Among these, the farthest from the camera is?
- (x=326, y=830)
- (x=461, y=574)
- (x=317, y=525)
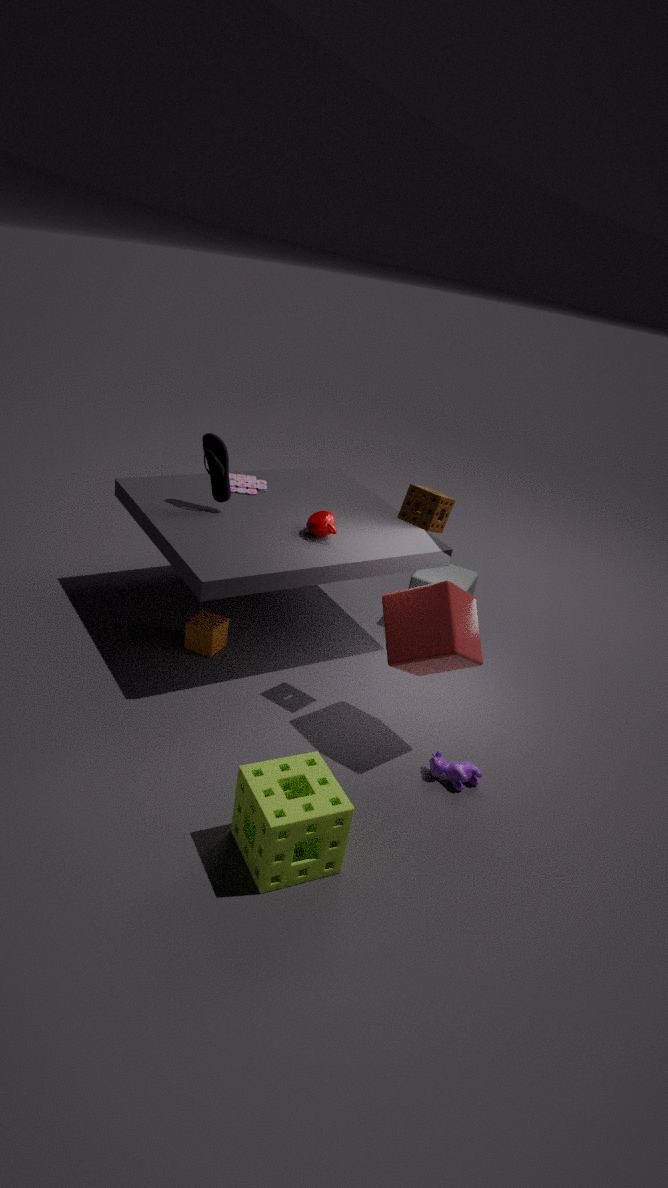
(x=461, y=574)
